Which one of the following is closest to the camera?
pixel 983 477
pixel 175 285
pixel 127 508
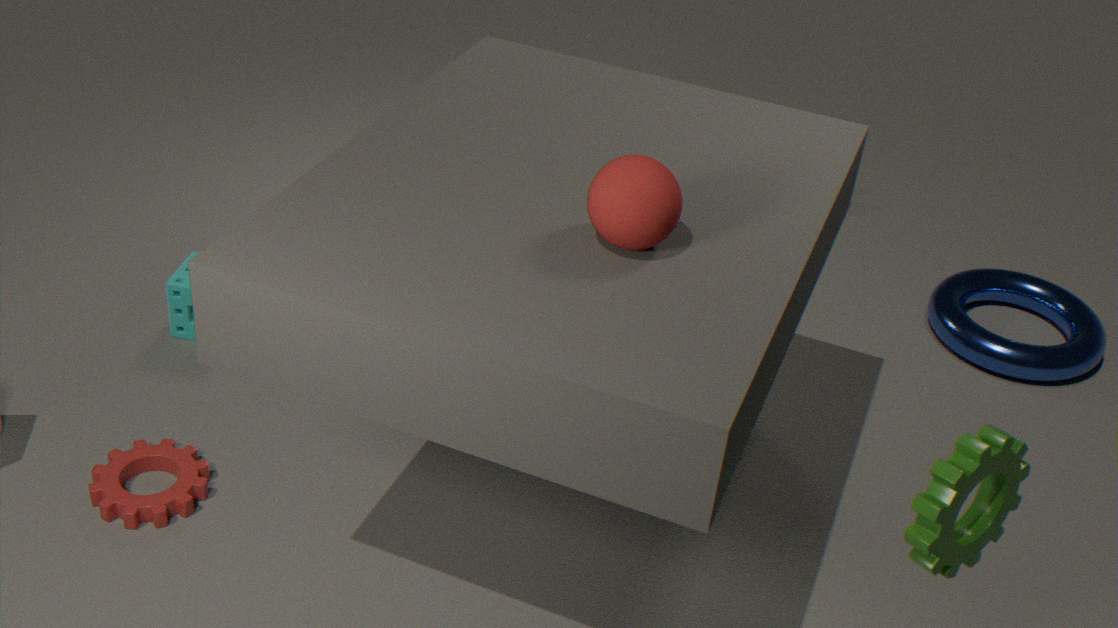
pixel 983 477
